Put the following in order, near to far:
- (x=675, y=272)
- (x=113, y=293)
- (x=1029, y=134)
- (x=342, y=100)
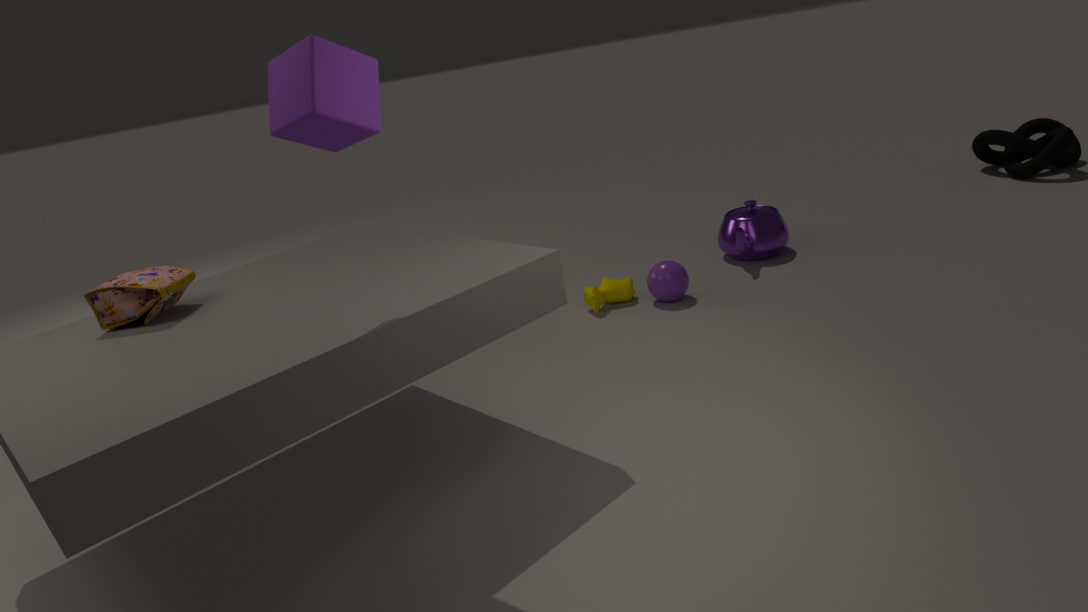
(x=342, y=100)
(x=113, y=293)
(x=675, y=272)
(x=1029, y=134)
